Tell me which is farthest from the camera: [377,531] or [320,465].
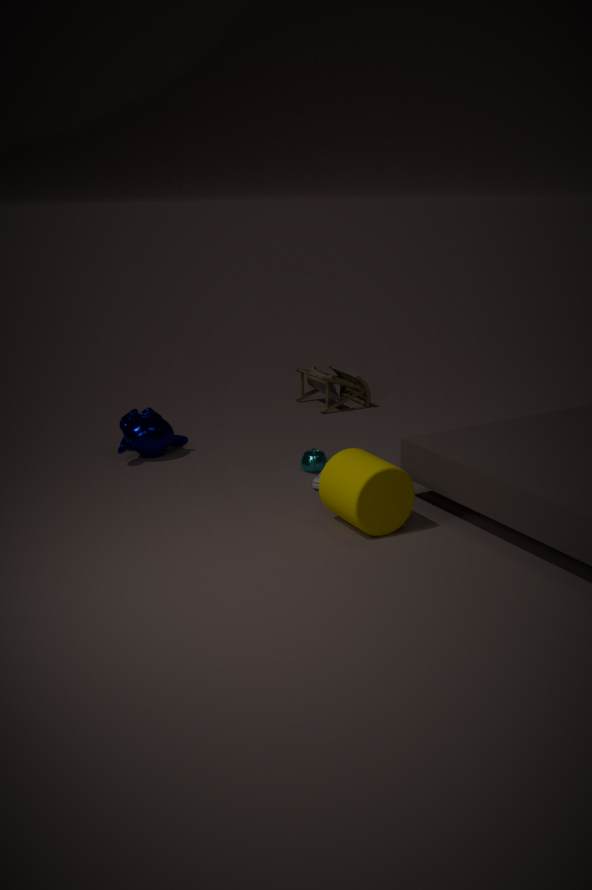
[320,465]
